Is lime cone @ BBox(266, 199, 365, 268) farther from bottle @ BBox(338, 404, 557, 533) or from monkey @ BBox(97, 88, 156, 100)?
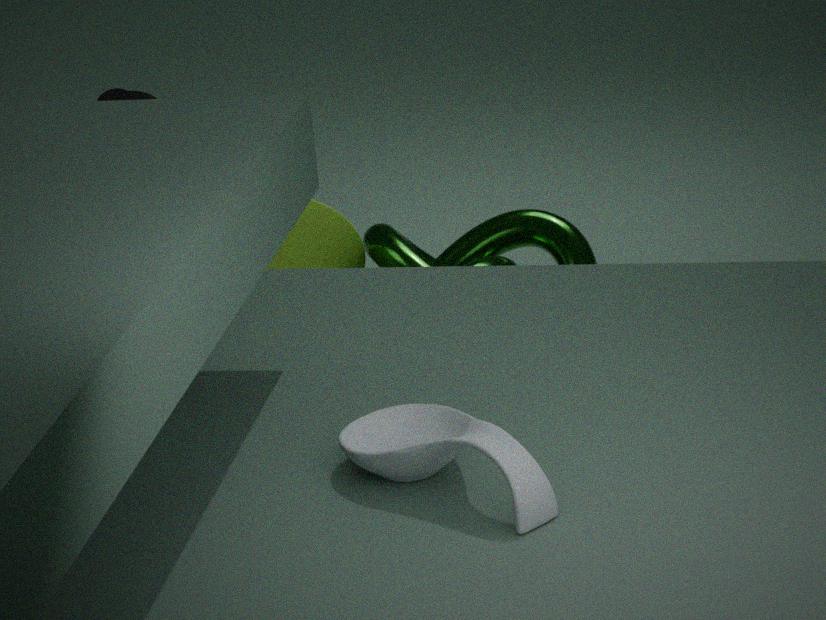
bottle @ BBox(338, 404, 557, 533)
